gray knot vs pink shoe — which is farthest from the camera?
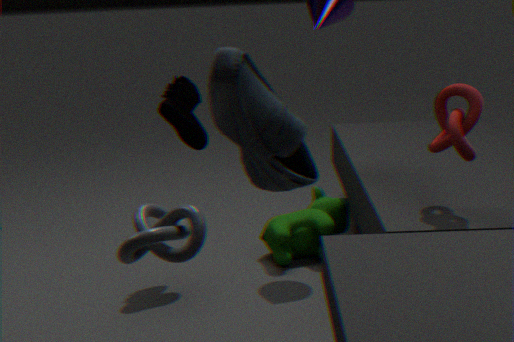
pink shoe
